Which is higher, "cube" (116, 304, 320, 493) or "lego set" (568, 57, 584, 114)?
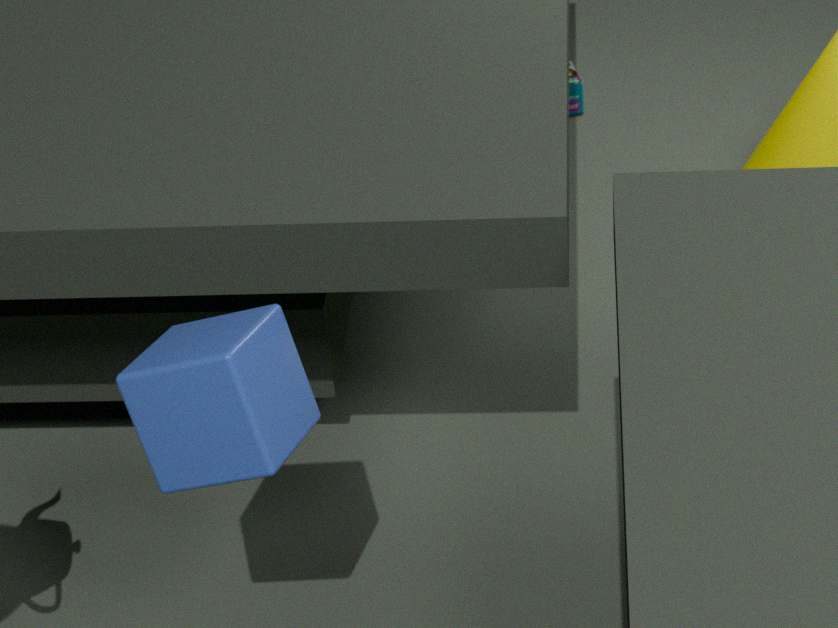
"cube" (116, 304, 320, 493)
